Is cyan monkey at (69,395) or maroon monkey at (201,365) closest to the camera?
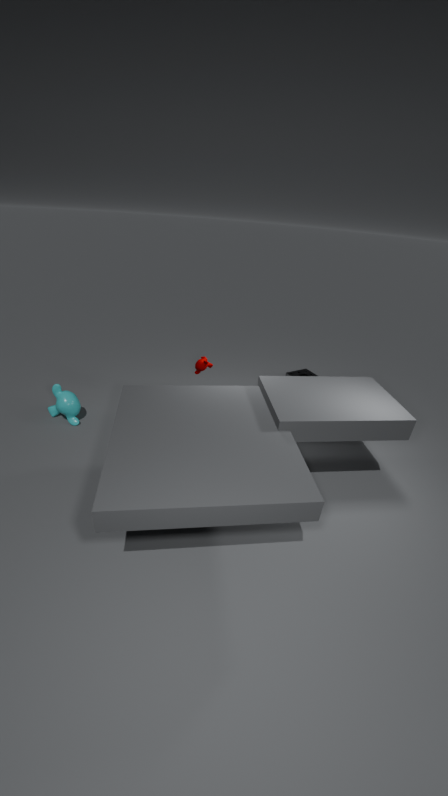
maroon monkey at (201,365)
